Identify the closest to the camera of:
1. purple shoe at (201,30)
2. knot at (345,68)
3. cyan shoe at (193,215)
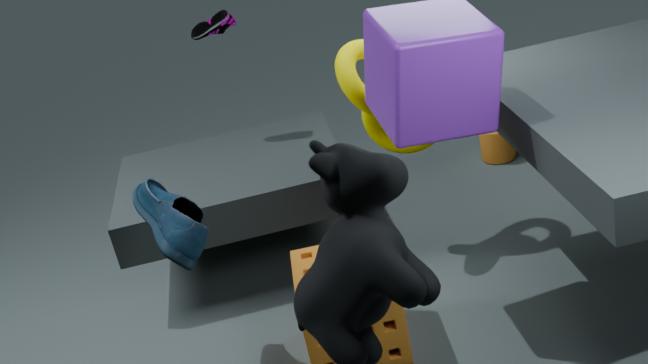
cyan shoe at (193,215)
